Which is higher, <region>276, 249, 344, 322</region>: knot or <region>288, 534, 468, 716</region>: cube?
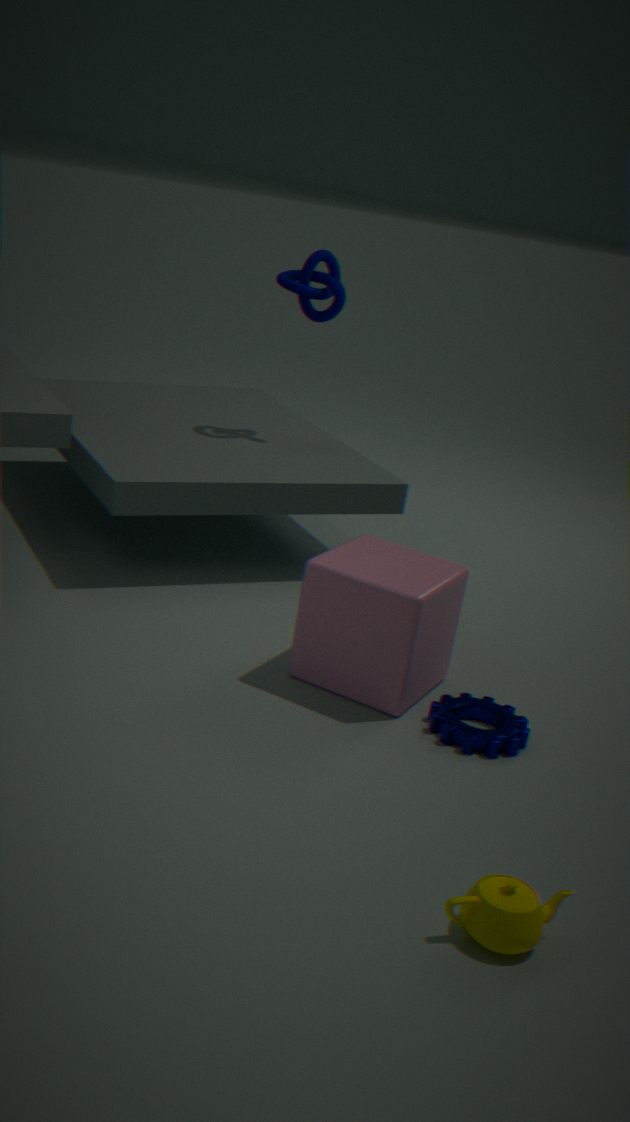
<region>276, 249, 344, 322</region>: knot
